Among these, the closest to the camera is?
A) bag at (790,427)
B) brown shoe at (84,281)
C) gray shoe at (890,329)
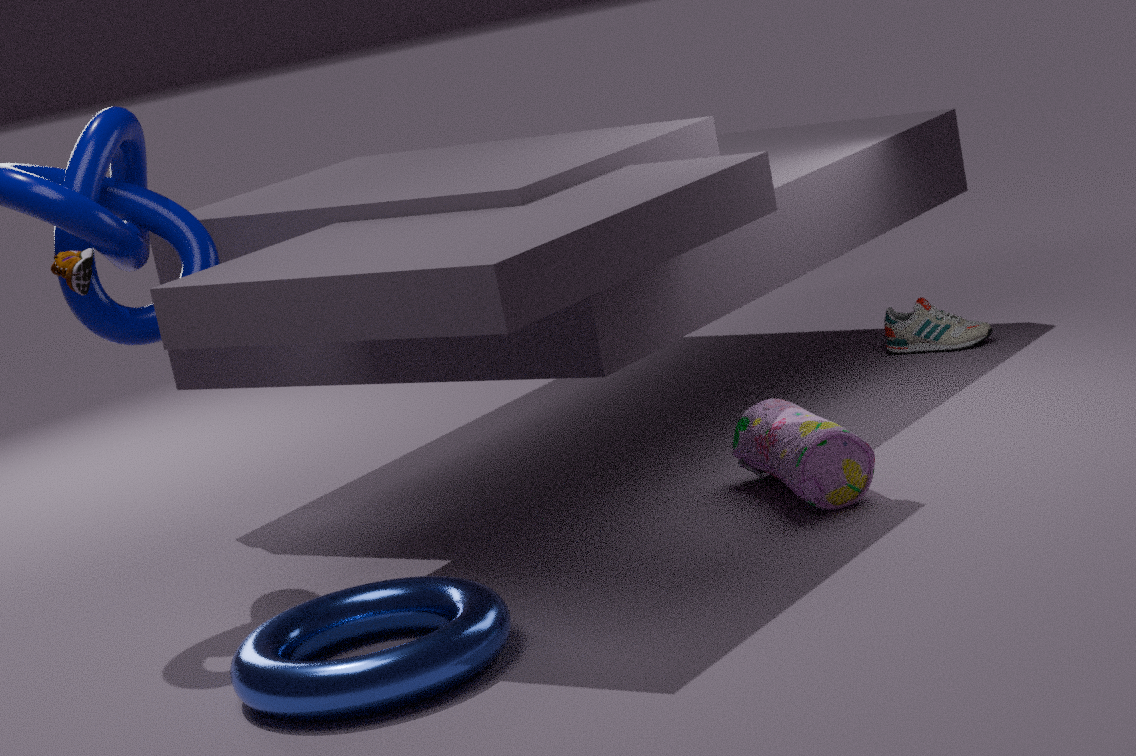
brown shoe at (84,281)
